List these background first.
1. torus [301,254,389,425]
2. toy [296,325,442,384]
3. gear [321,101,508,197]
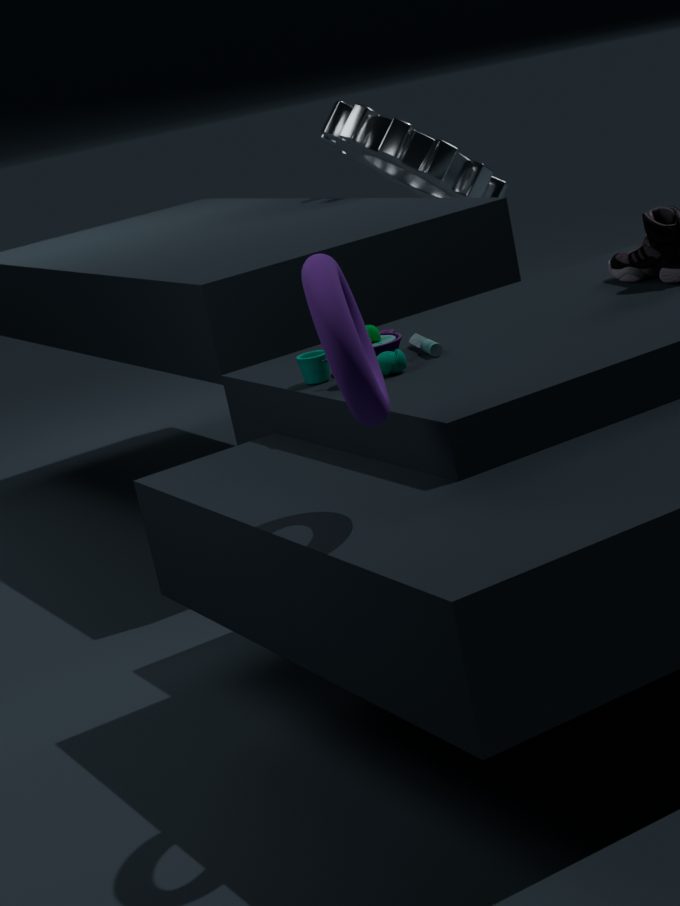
gear [321,101,508,197] → toy [296,325,442,384] → torus [301,254,389,425]
